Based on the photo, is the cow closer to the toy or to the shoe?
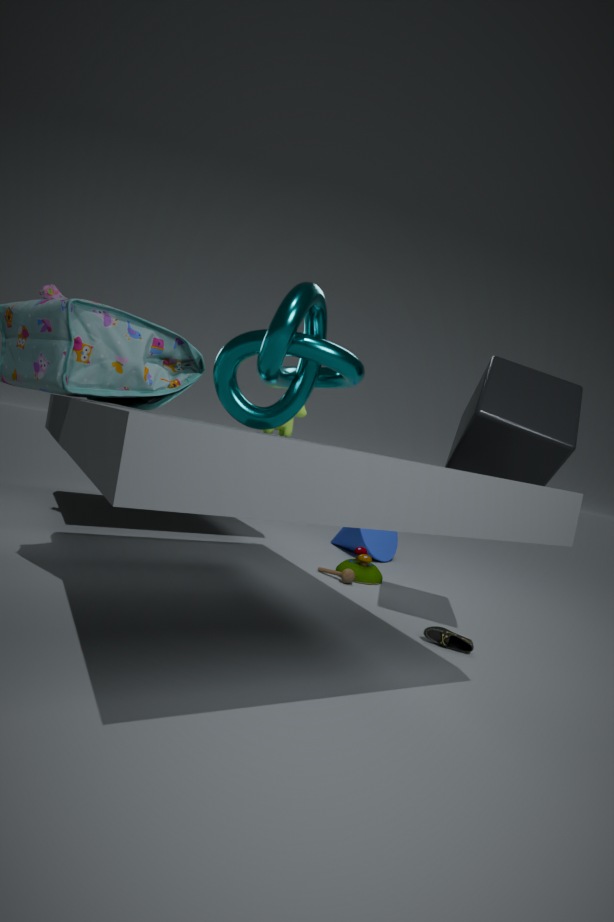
the toy
